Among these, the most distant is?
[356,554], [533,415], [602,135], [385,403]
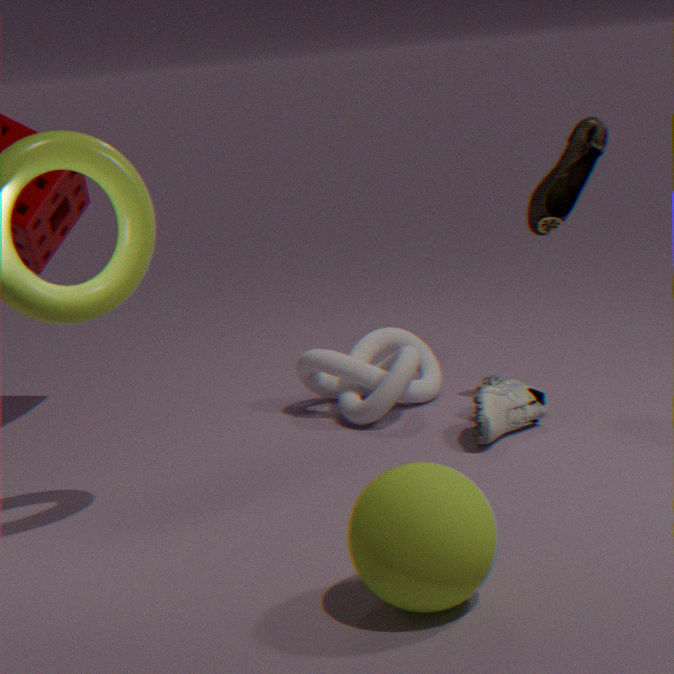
[385,403]
